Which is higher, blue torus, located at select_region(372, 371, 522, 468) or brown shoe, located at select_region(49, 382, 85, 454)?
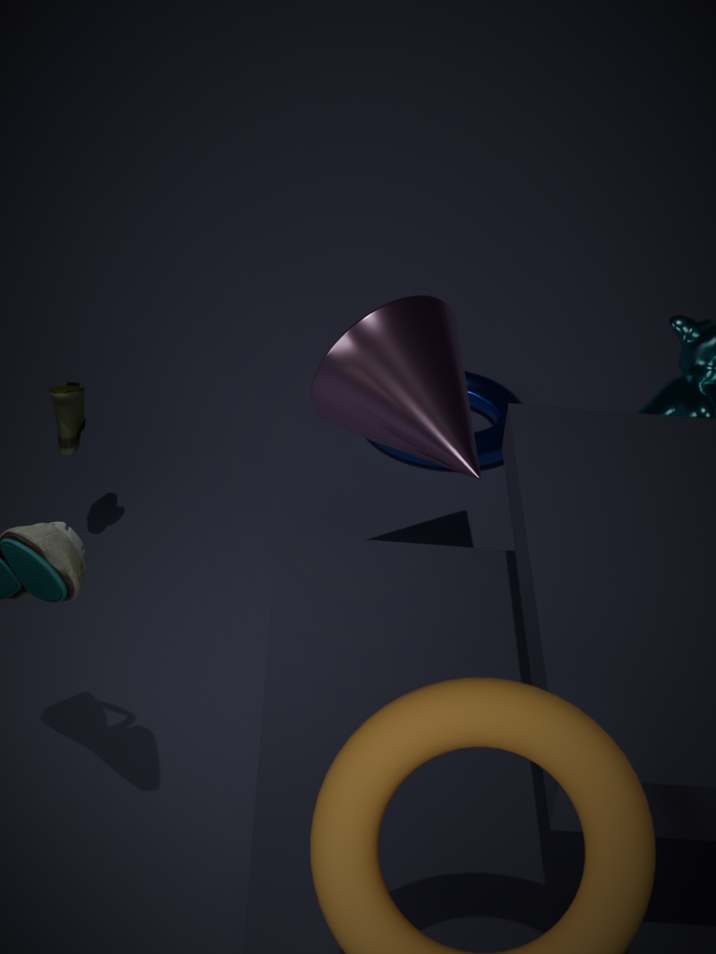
brown shoe, located at select_region(49, 382, 85, 454)
